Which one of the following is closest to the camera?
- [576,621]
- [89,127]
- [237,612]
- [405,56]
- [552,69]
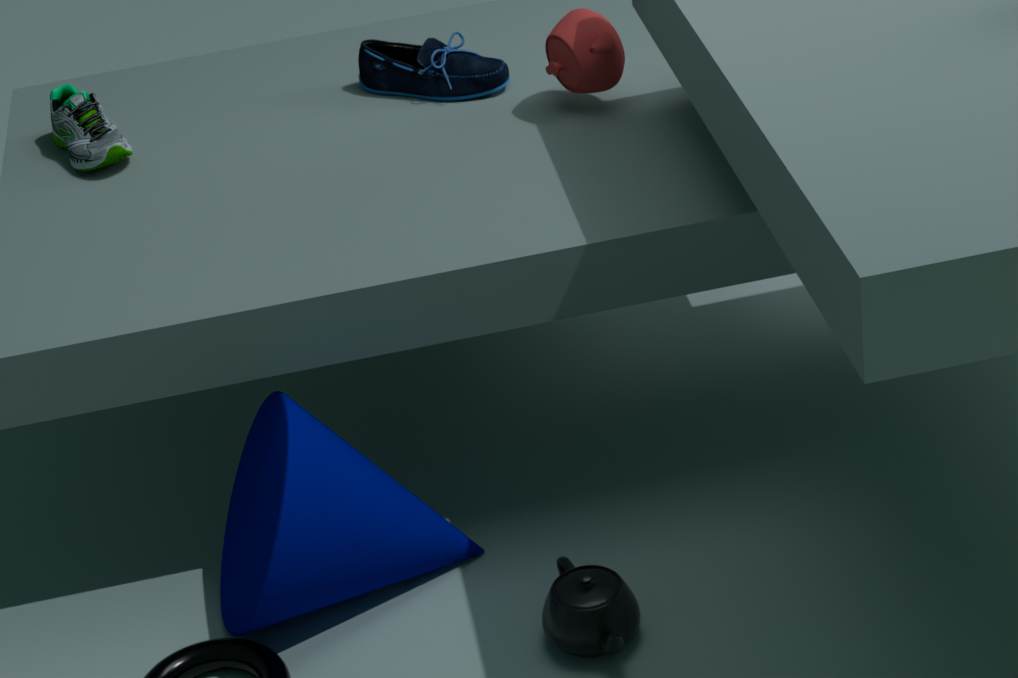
[576,621]
